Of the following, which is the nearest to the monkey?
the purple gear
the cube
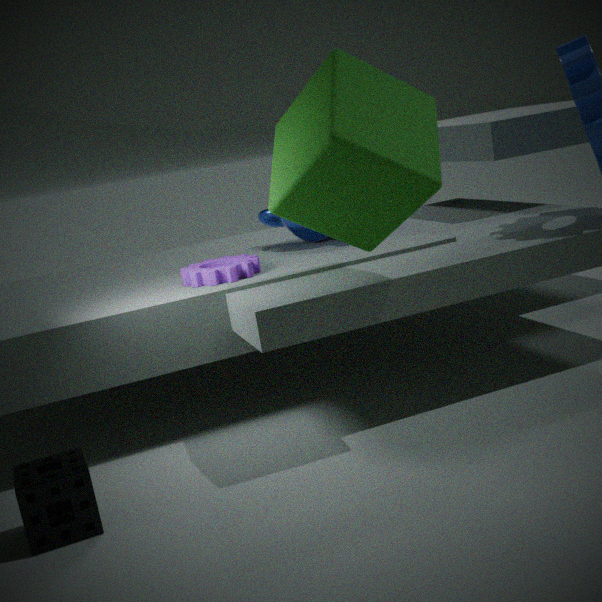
the purple gear
